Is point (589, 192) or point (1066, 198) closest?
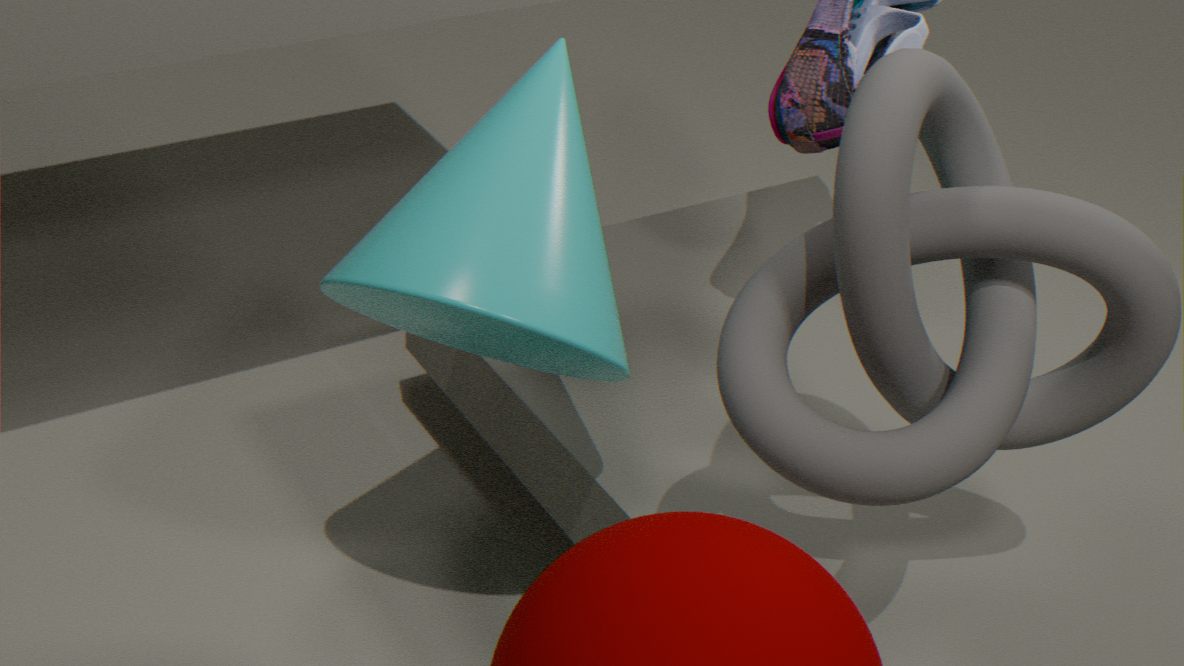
point (1066, 198)
